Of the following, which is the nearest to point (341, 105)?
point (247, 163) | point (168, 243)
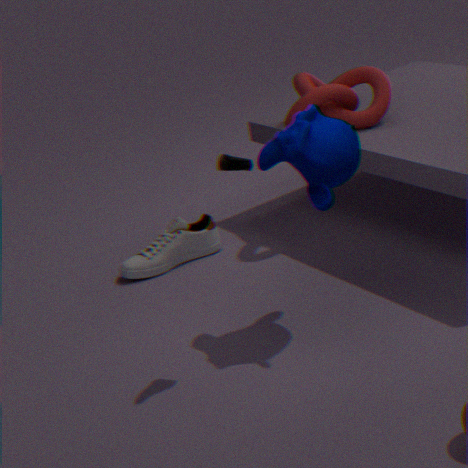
point (168, 243)
